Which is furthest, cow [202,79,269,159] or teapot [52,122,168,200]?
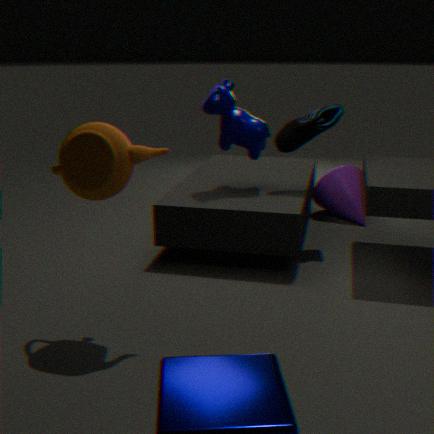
cow [202,79,269,159]
